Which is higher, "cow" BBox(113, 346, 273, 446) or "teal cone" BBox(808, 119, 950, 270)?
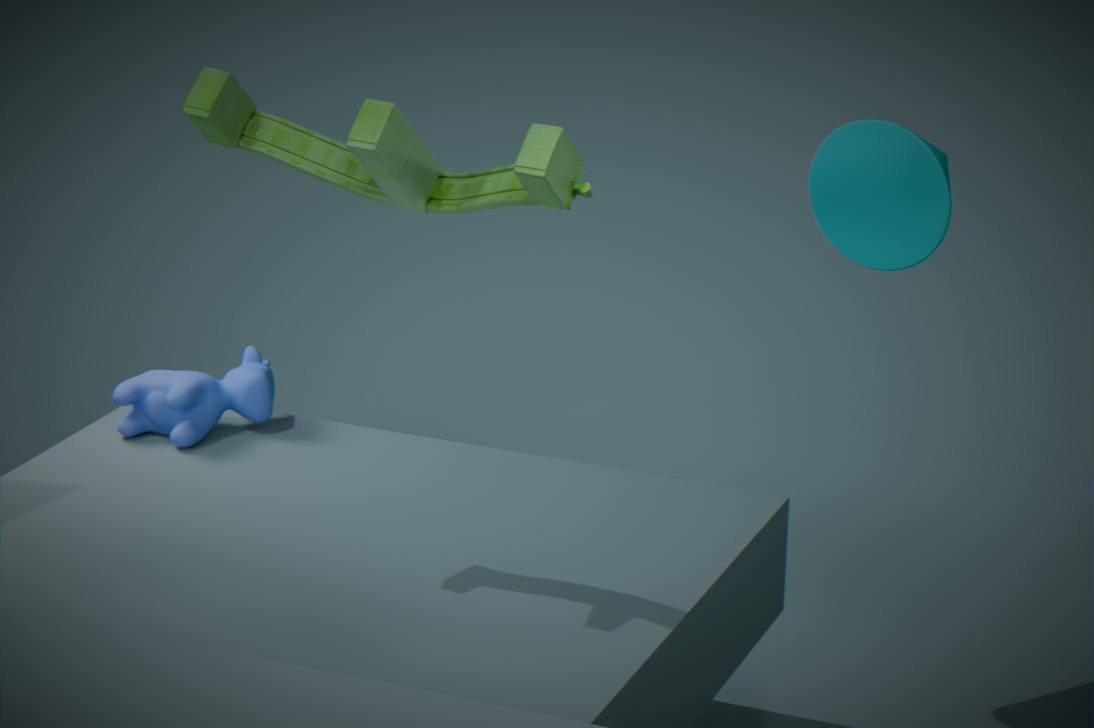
"teal cone" BBox(808, 119, 950, 270)
